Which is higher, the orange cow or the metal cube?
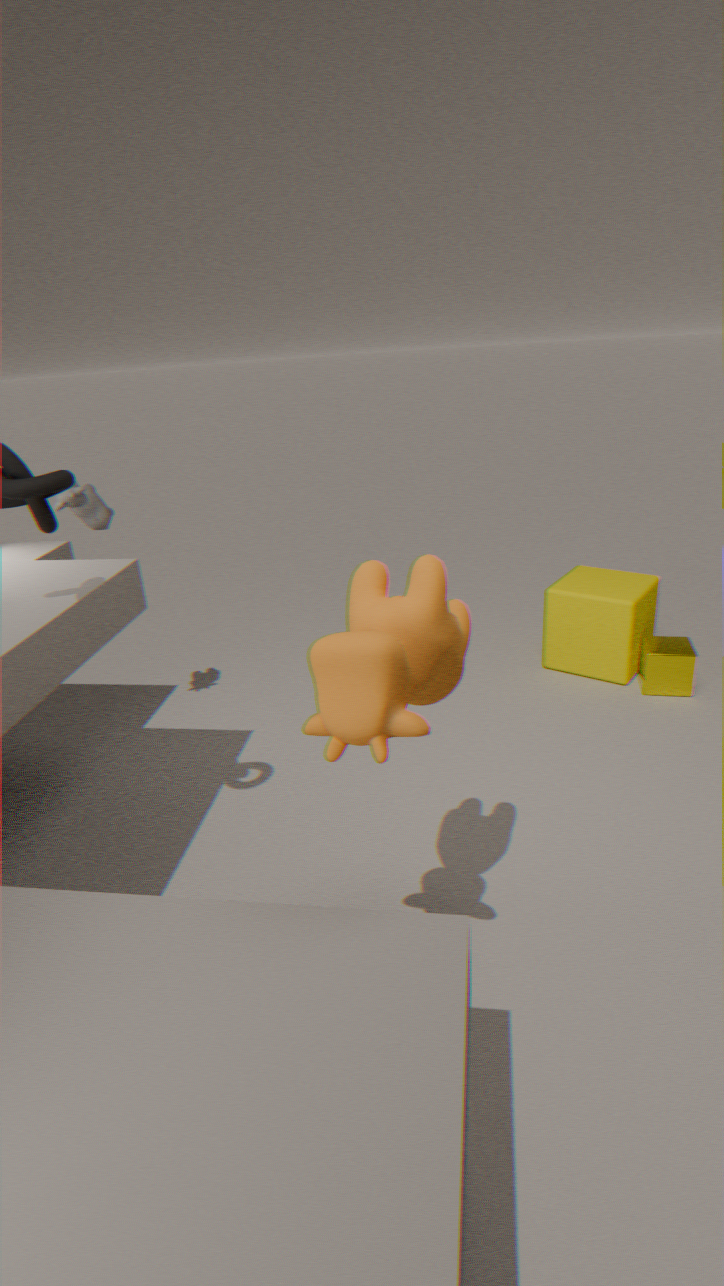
the orange cow
